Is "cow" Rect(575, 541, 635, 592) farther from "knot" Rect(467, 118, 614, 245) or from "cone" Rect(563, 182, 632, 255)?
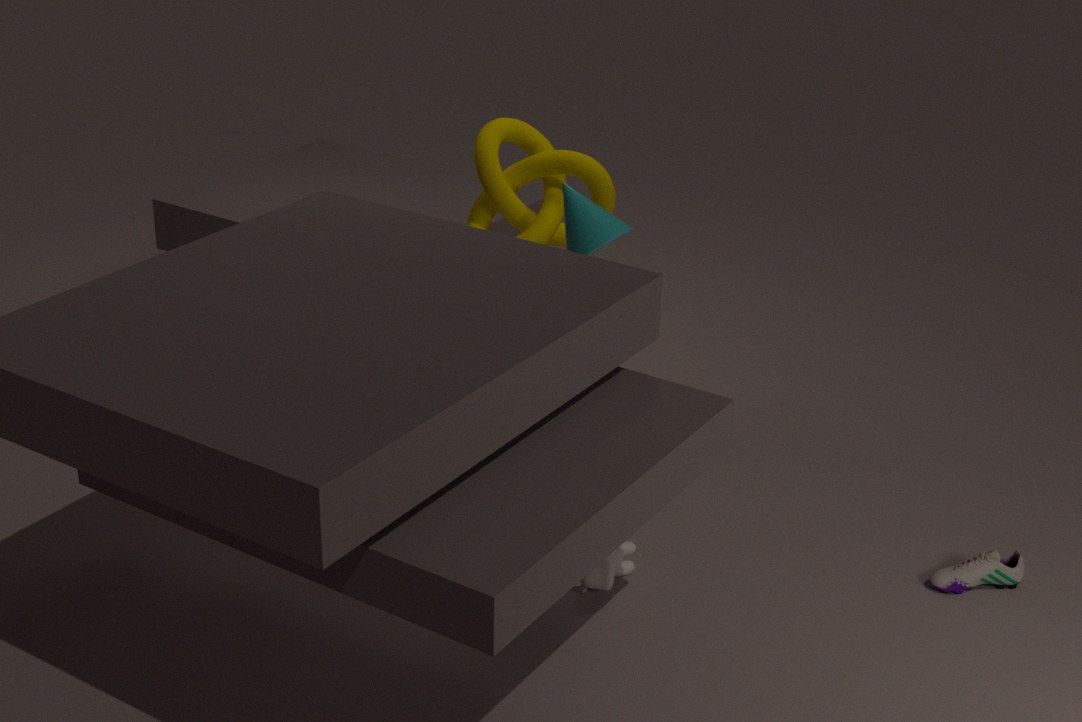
"knot" Rect(467, 118, 614, 245)
